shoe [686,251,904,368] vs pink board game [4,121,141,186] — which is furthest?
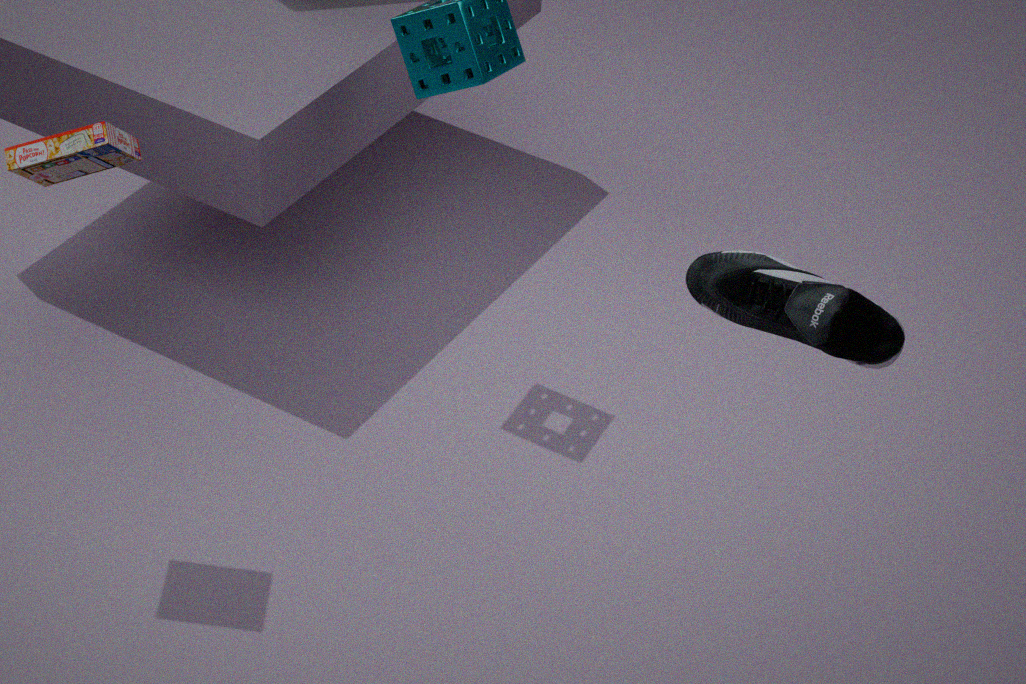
pink board game [4,121,141,186]
